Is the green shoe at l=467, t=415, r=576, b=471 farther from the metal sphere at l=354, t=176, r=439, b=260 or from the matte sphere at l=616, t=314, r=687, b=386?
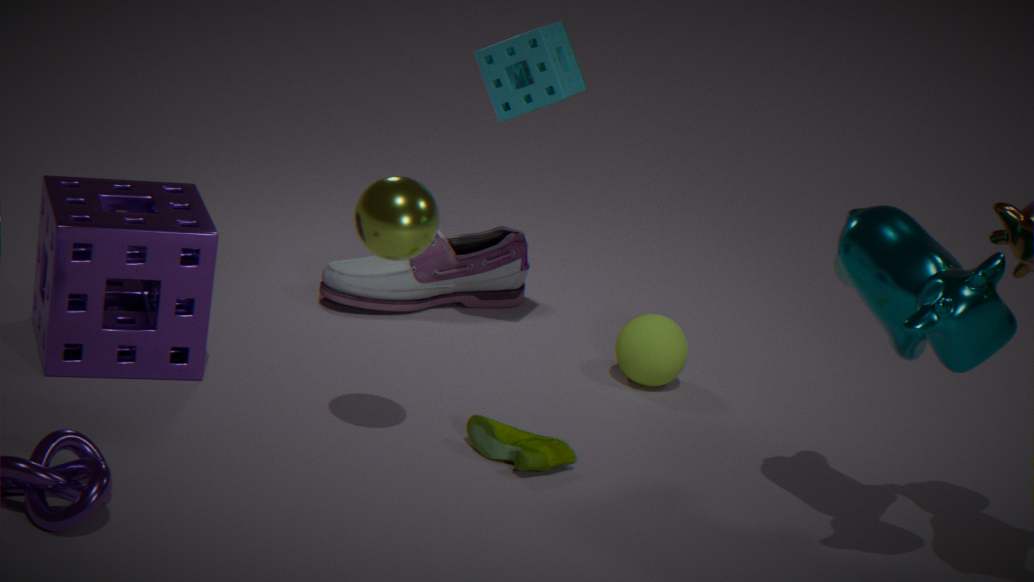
the matte sphere at l=616, t=314, r=687, b=386
